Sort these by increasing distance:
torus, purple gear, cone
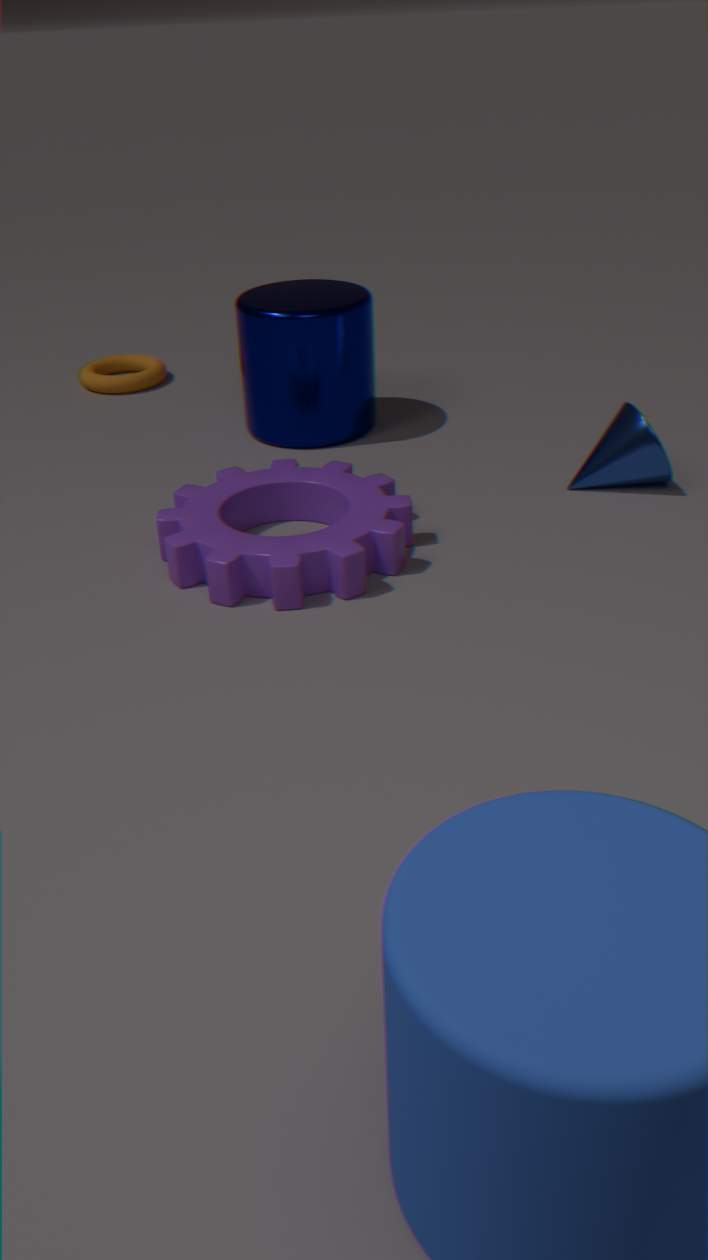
purple gear
cone
torus
